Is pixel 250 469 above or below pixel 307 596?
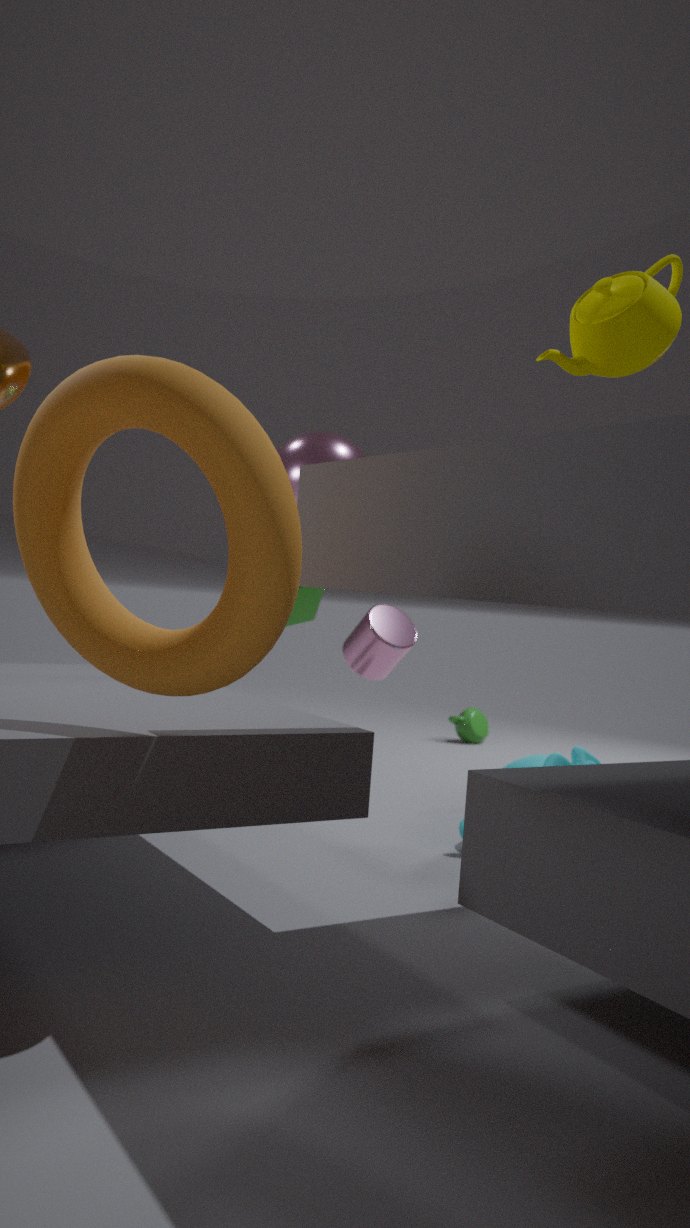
above
